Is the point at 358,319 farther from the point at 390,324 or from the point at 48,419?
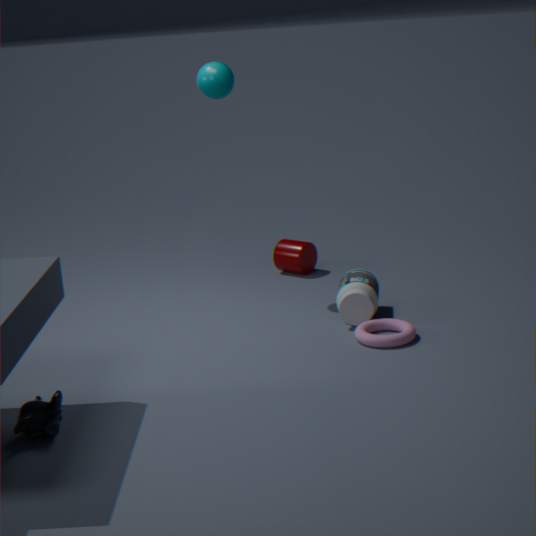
the point at 48,419
